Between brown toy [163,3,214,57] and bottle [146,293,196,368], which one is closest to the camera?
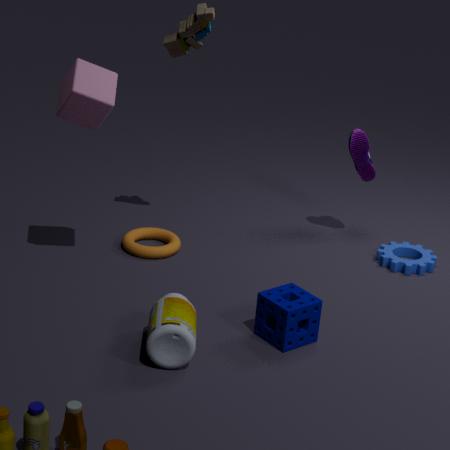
bottle [146,293,196,368]
